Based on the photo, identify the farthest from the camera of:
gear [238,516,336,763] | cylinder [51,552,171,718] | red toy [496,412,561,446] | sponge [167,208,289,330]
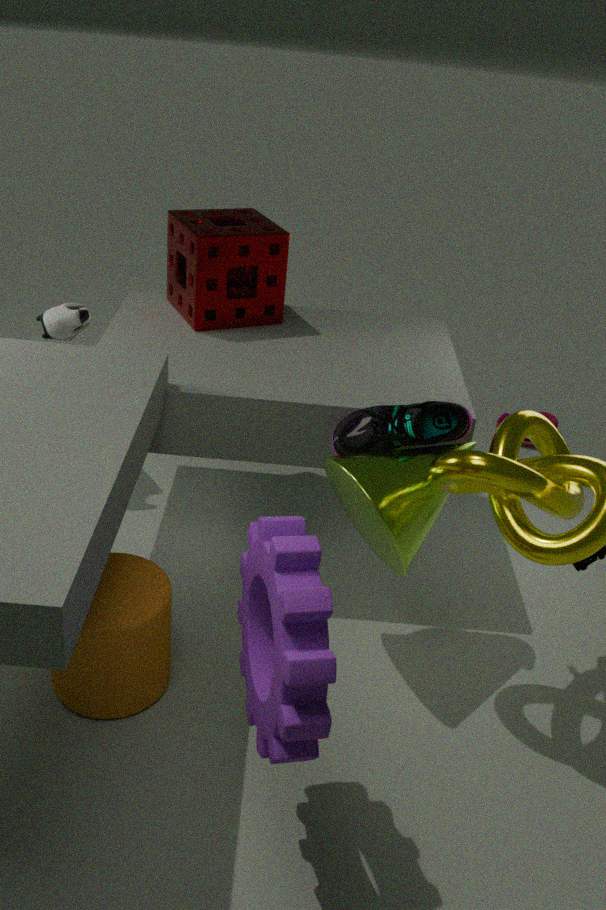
red toy [496,412,561,446]
